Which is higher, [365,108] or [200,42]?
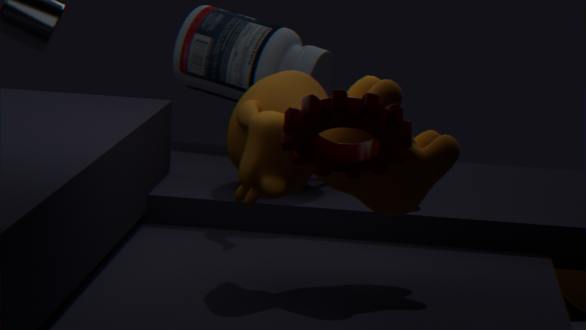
[365,108]
